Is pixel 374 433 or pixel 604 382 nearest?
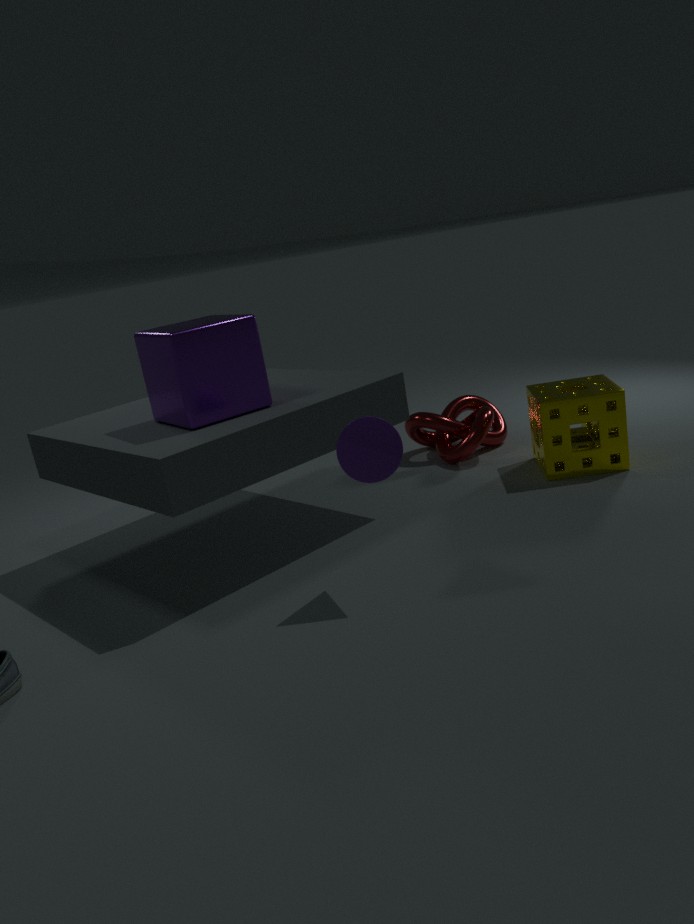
pixel 374 433
